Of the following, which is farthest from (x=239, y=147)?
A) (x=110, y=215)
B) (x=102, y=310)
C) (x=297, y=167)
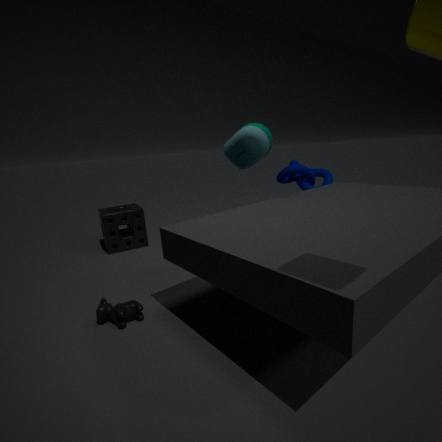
(x=110, y=215)
